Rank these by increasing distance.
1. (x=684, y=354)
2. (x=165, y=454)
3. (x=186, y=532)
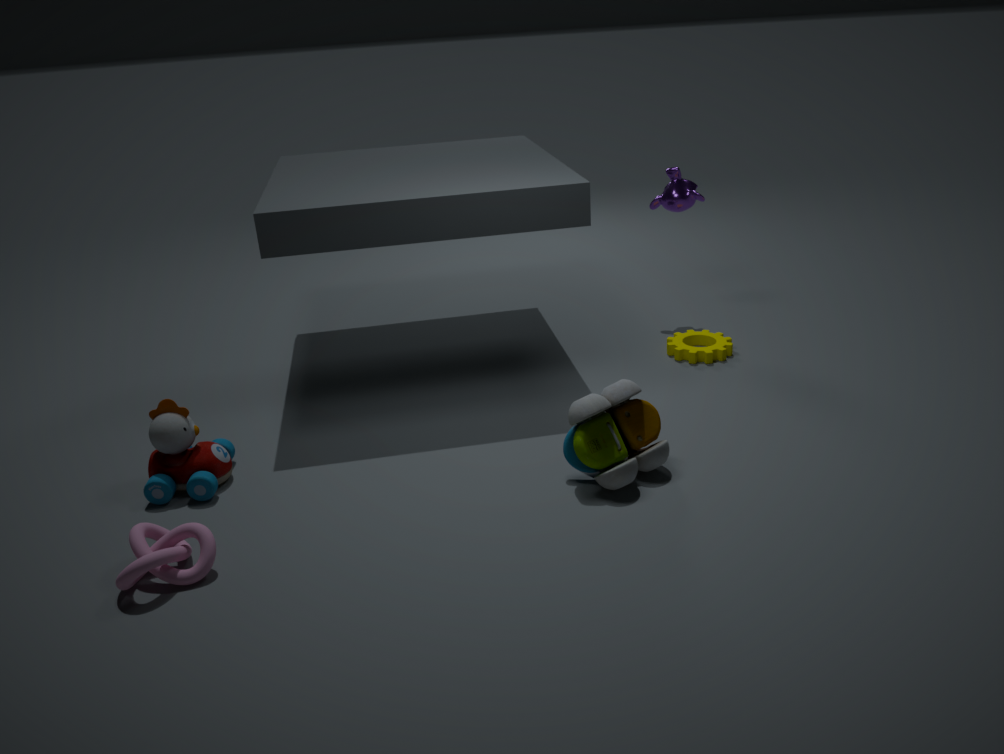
(x=186, y=532)
(x=165, y=454)
(x=684, y=354)
